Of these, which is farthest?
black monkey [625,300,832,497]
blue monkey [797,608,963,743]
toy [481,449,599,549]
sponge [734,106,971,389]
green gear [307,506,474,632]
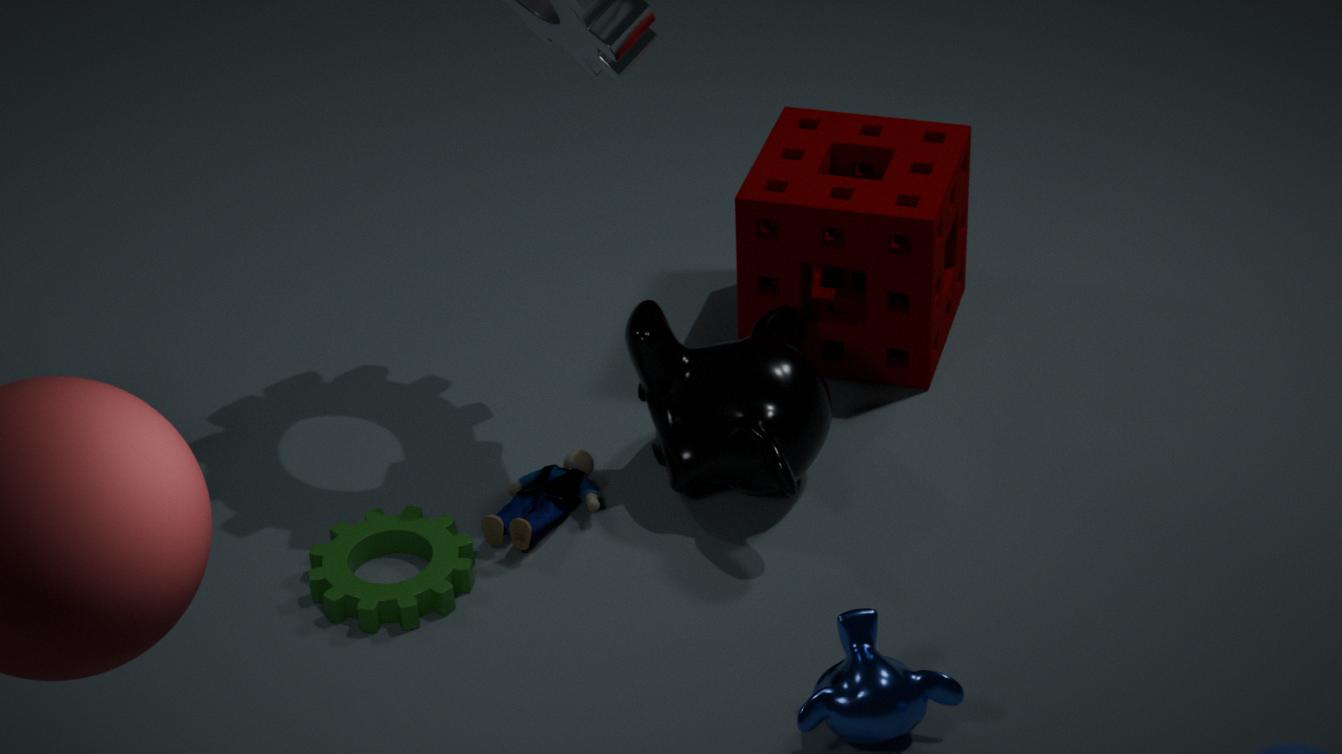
sponge [734,106,971,389]
